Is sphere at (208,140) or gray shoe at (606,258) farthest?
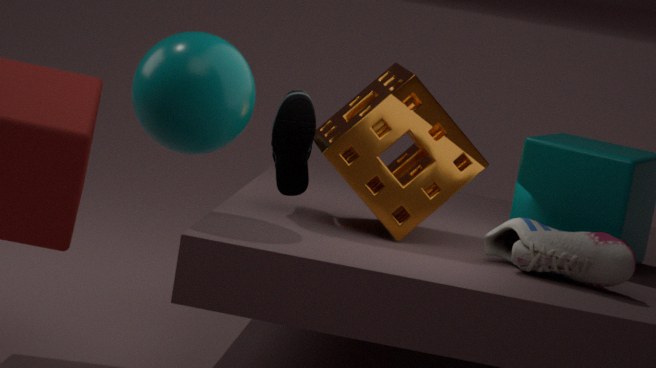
gray shoe at (606,258)
